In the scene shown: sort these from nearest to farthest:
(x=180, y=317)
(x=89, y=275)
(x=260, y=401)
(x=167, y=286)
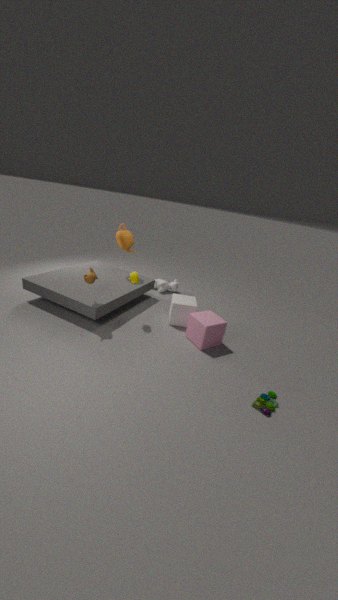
(x=260, y=401) < (x=89, y=275) < (x=180, y=317) < (x=167, y=286)
